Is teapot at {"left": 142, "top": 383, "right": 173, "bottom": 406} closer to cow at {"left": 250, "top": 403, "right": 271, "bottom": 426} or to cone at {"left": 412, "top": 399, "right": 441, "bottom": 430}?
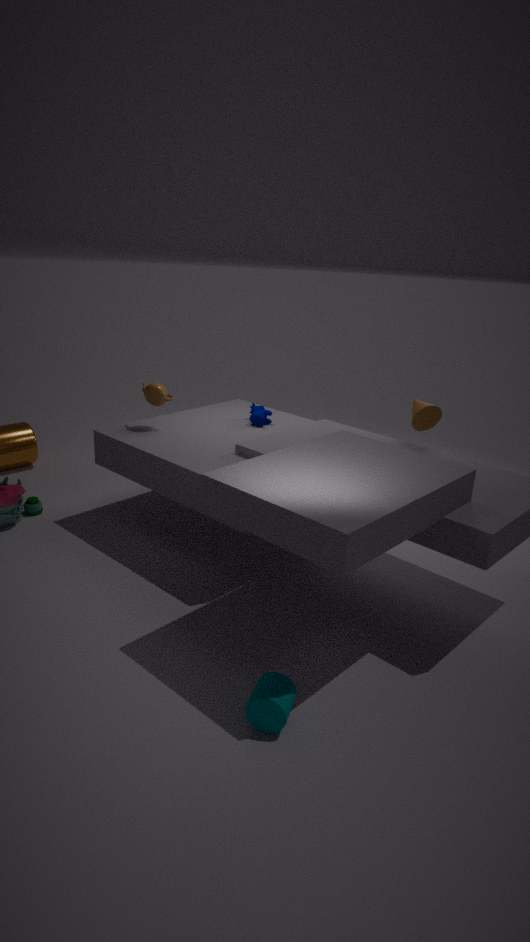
cow at {"left": 250, "top": 403, "right": 271, "bottom": 426}
